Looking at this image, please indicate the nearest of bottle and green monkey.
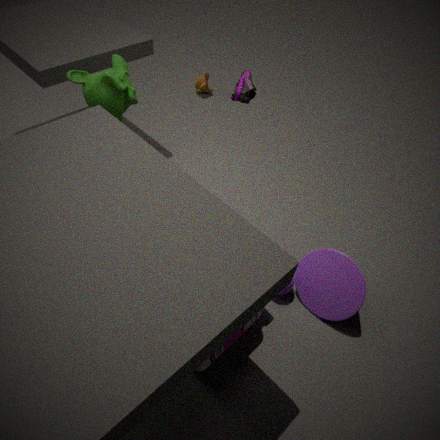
bottle
